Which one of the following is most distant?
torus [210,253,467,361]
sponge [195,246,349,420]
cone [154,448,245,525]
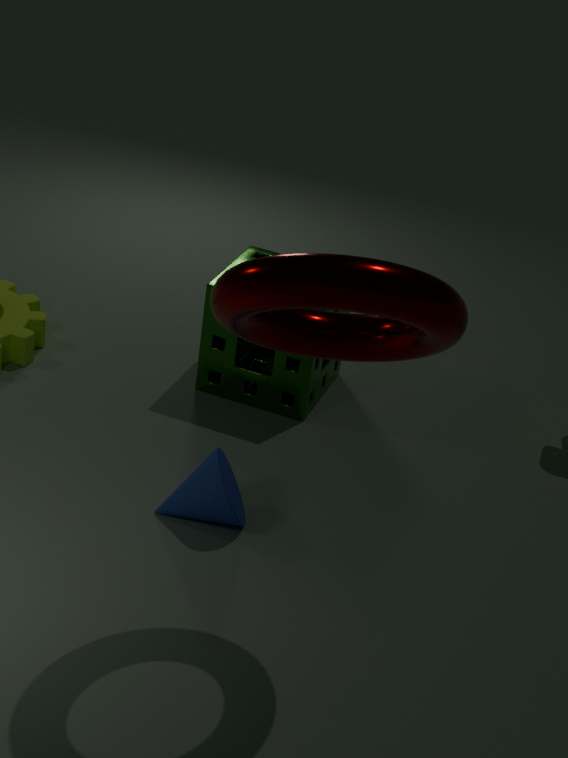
sponge [195,246,349,420]
